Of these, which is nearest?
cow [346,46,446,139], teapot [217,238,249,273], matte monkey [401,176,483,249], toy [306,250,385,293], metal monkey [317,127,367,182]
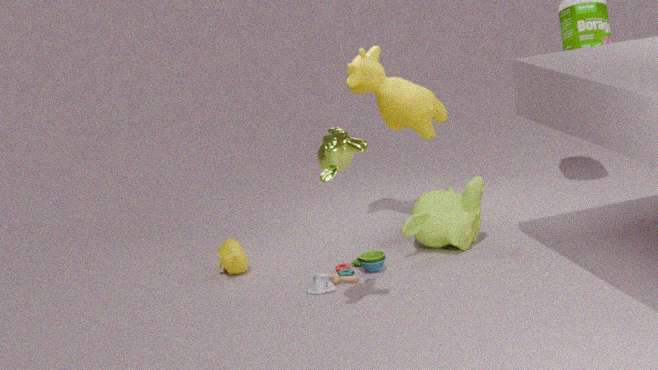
metal monkey [317,127,367,182]
